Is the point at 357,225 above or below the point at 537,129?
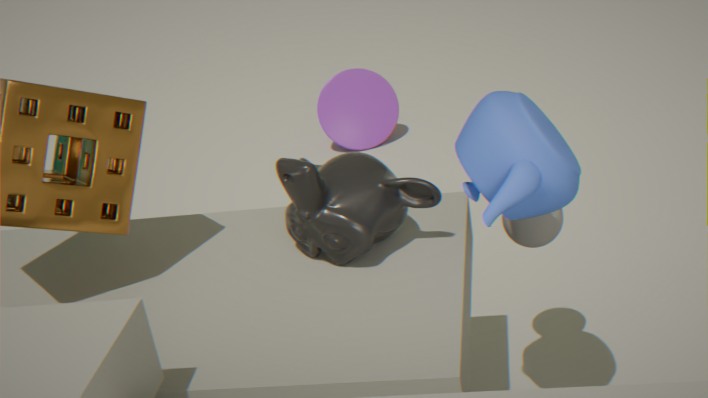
below
